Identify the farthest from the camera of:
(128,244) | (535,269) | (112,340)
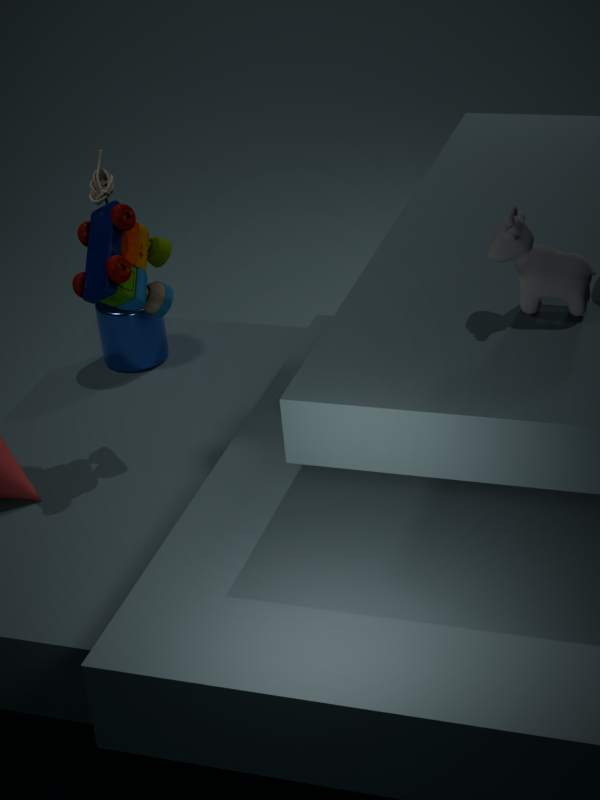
(112,340)
